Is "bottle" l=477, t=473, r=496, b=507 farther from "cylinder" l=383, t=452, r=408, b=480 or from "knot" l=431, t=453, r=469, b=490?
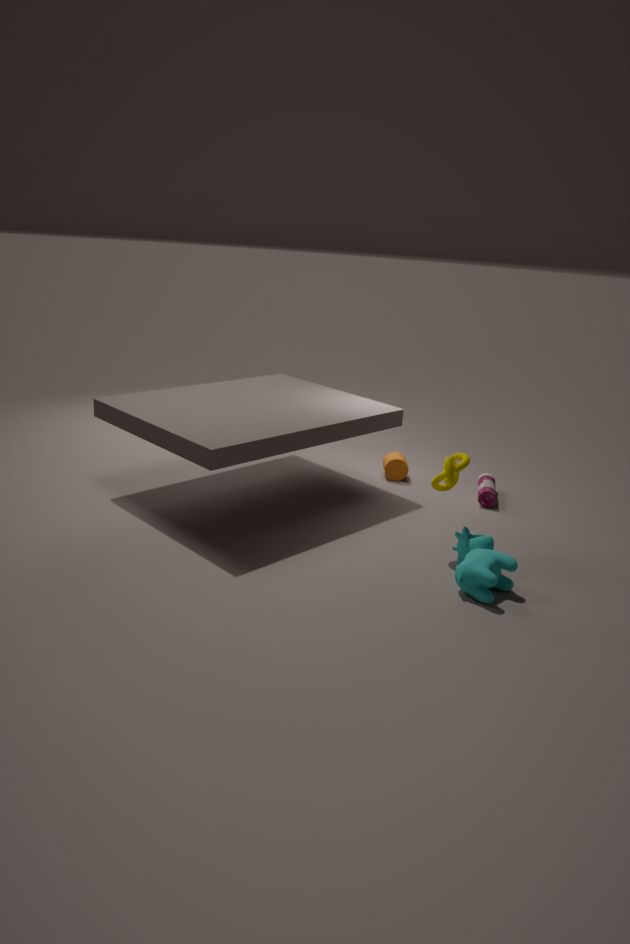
"knot" l=431, t=453, r=469, b=490
